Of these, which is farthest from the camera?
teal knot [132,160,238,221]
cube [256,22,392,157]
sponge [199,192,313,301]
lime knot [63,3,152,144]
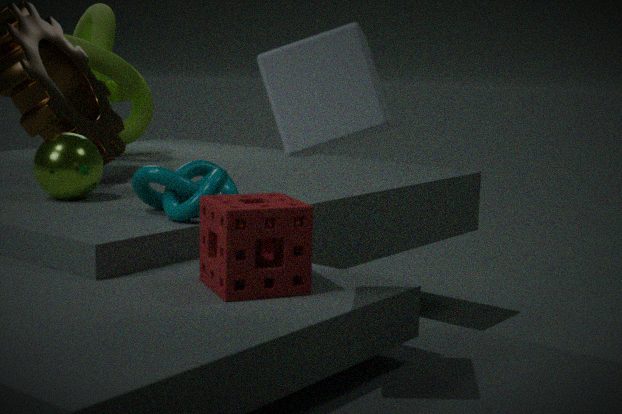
lime knot [63,3,152,144]
